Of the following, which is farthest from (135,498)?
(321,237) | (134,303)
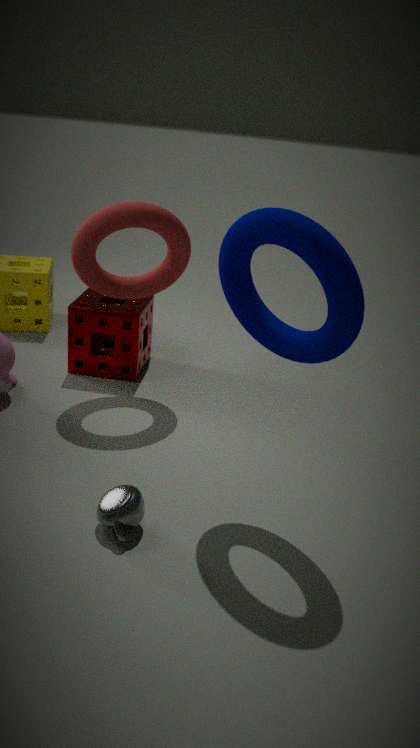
(134,303)
